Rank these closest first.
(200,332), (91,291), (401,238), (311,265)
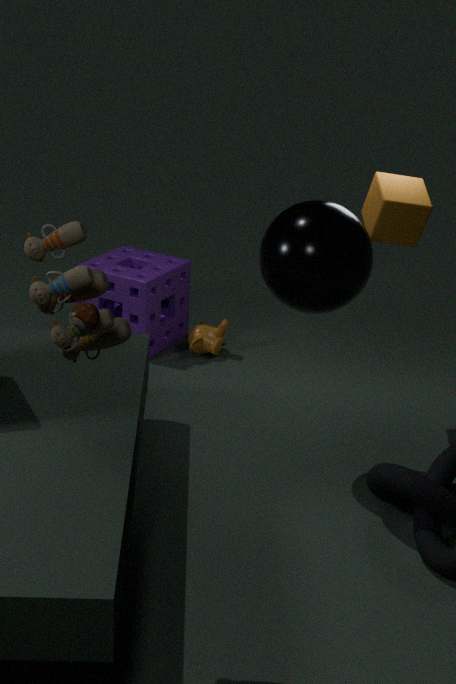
Answer: (91,291) → (311,265) → (401,238) → (200,332)
